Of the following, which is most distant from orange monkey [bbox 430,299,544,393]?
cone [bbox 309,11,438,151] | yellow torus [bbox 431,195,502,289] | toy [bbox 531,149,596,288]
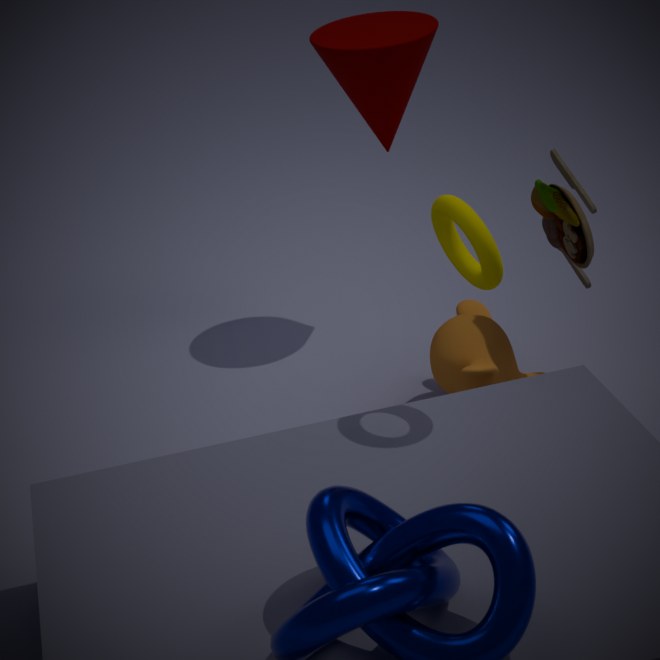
cone [bbox 309,11,438,151]
